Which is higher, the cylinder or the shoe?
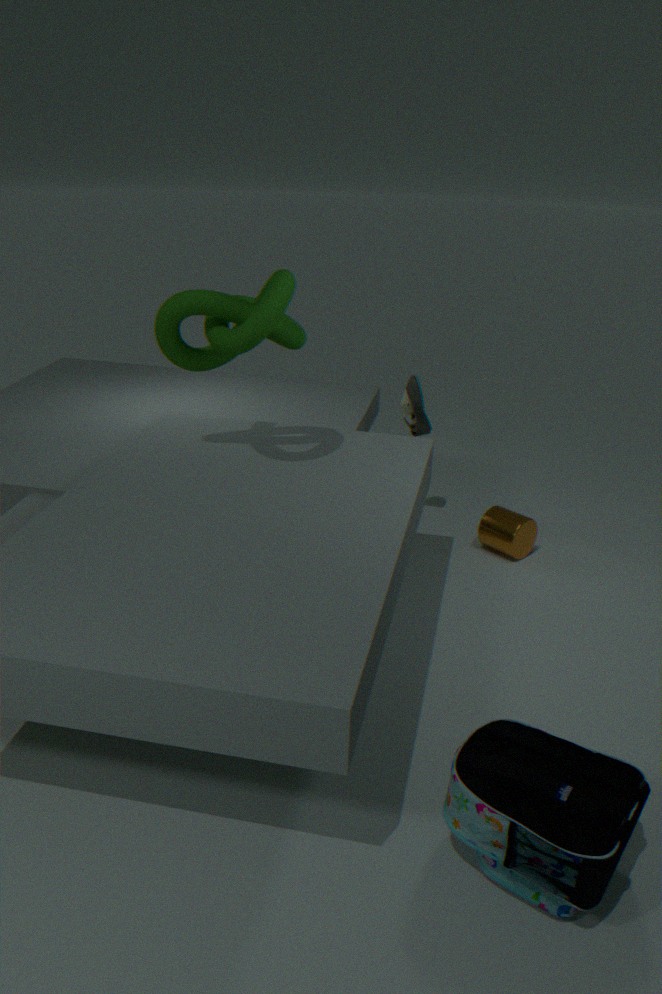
the shoe
